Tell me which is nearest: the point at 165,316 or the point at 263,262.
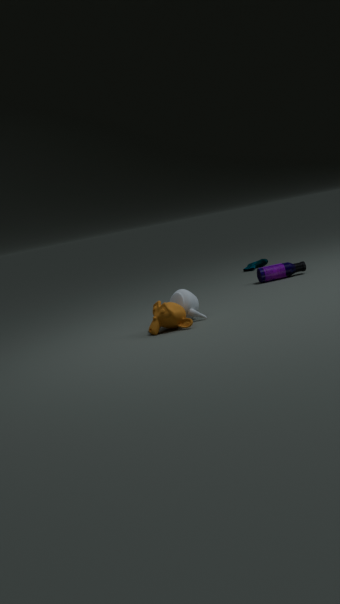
the point at 165,316
